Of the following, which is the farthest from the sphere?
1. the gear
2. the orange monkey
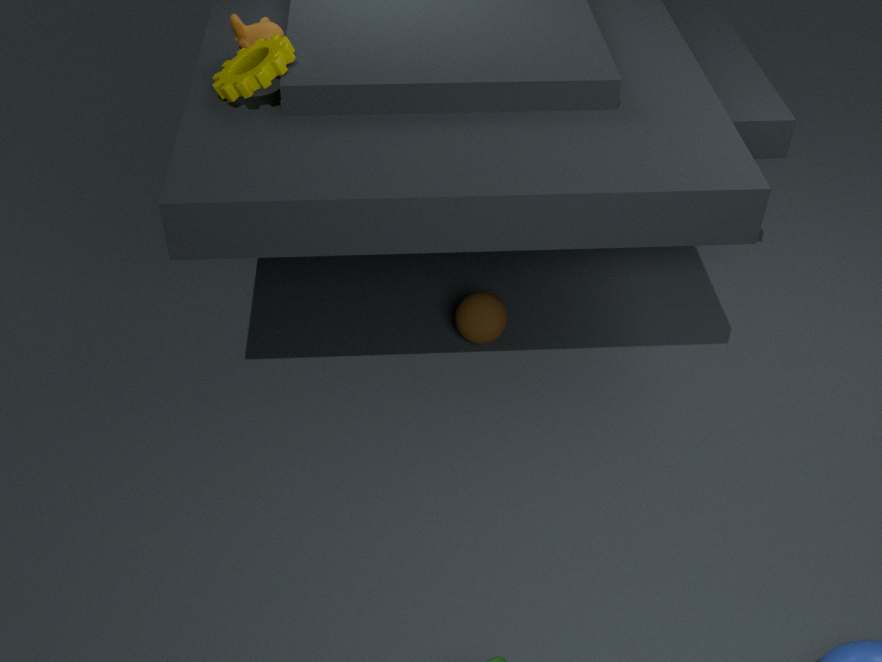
the orange monkey
